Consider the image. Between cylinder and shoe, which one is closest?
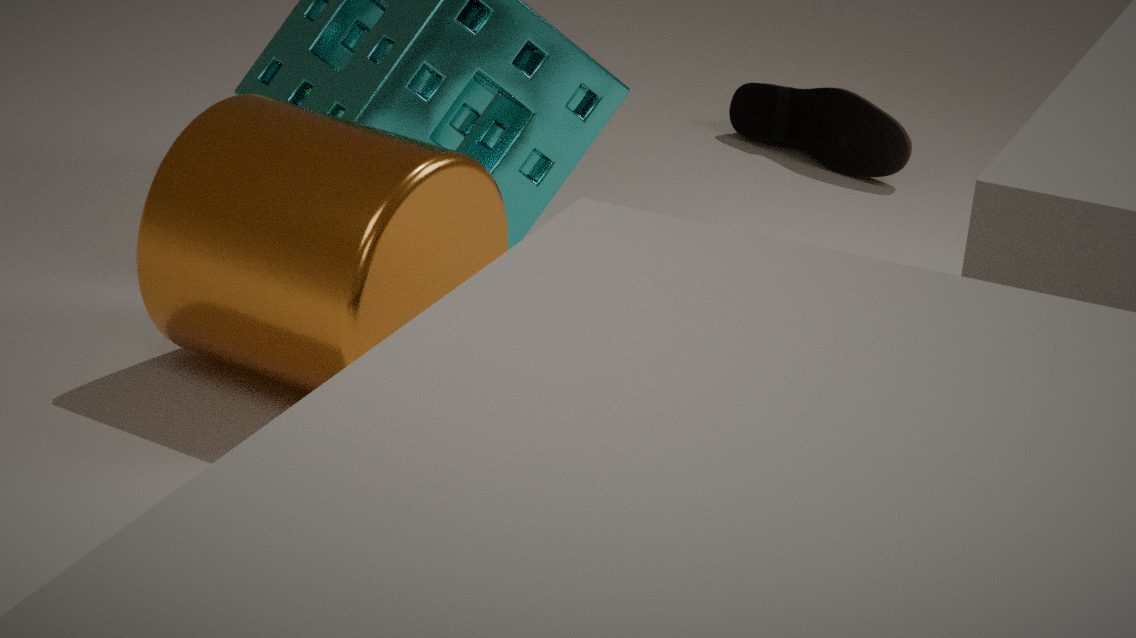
cylinder
